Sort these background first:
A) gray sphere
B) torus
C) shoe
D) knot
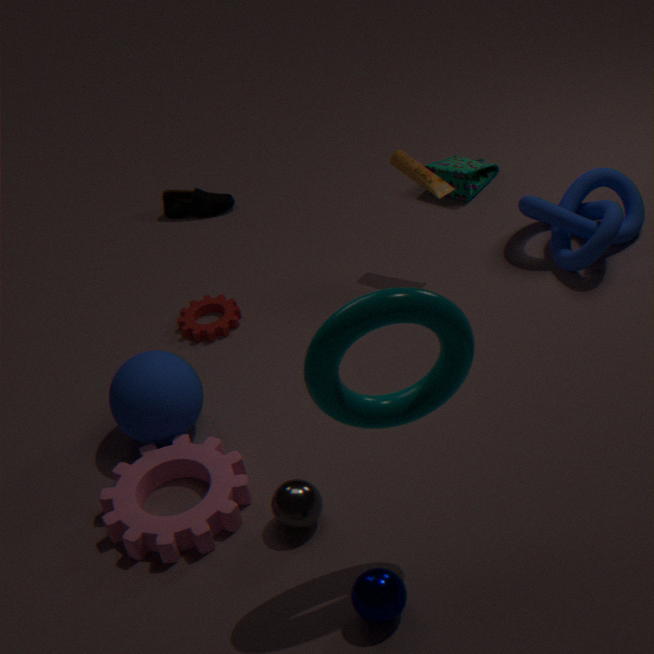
1. shoe
2. knot
3. gray sphere
4. torus
